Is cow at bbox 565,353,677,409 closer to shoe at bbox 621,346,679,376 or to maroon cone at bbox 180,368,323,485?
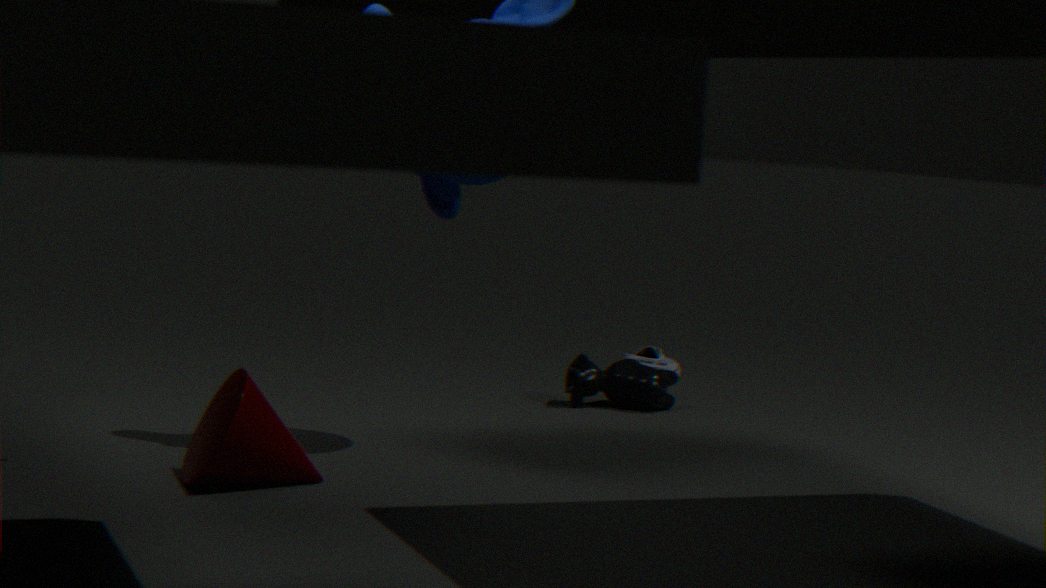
shoe at bbox 621,346,679,376
